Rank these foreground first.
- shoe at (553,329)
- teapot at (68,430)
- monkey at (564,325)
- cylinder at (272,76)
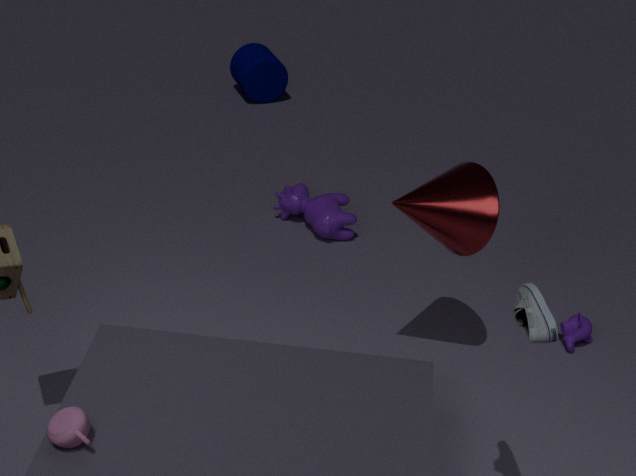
1. shoe at (553,329)
2. teapot at (68,430)
3. monkey at (564,325)
4. cylinder at (272,76)
